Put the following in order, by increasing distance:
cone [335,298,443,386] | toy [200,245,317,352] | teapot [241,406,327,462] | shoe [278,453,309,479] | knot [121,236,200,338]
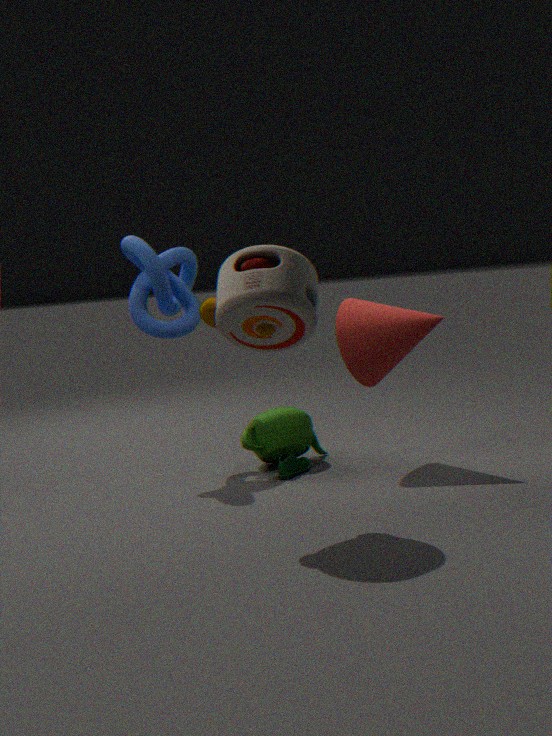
toy [200,245,317,352], cone [335,298,443,386], shoe [278,453,309,479], knot [121,236,200,338], teapot [241,406,327,462]
